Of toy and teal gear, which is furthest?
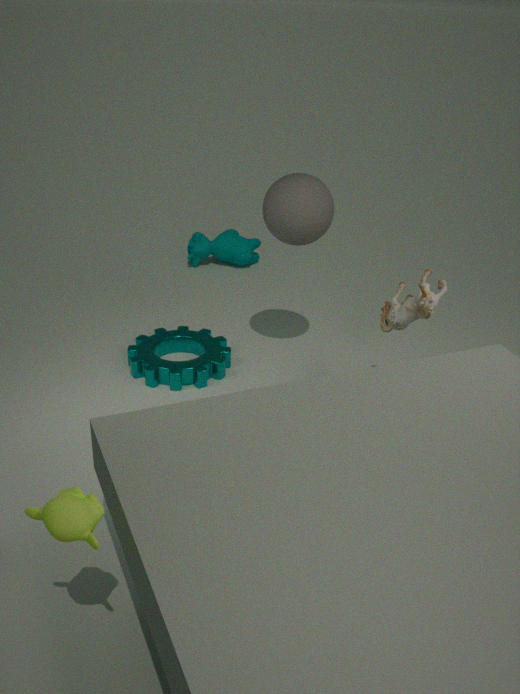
teal gear
